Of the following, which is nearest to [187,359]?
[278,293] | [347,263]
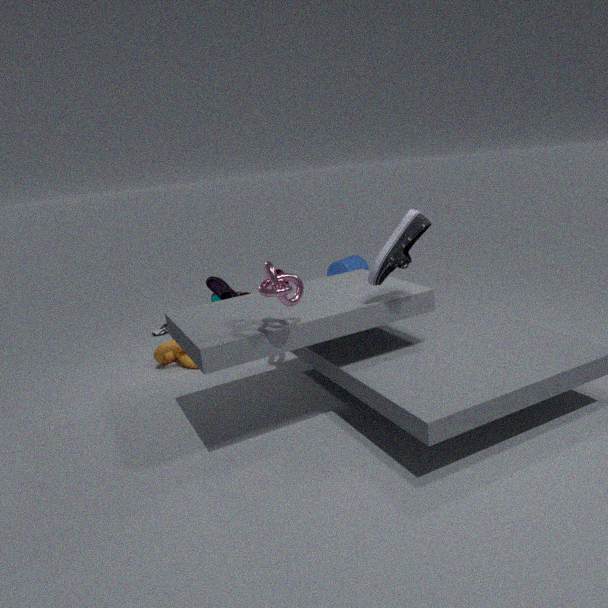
[278,293]
